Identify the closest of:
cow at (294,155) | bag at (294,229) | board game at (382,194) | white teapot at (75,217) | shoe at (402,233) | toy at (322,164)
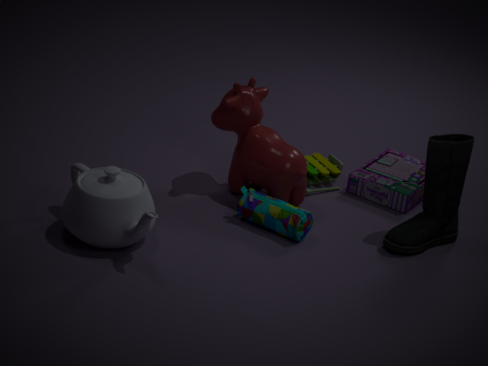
white teapot at (75,217)
